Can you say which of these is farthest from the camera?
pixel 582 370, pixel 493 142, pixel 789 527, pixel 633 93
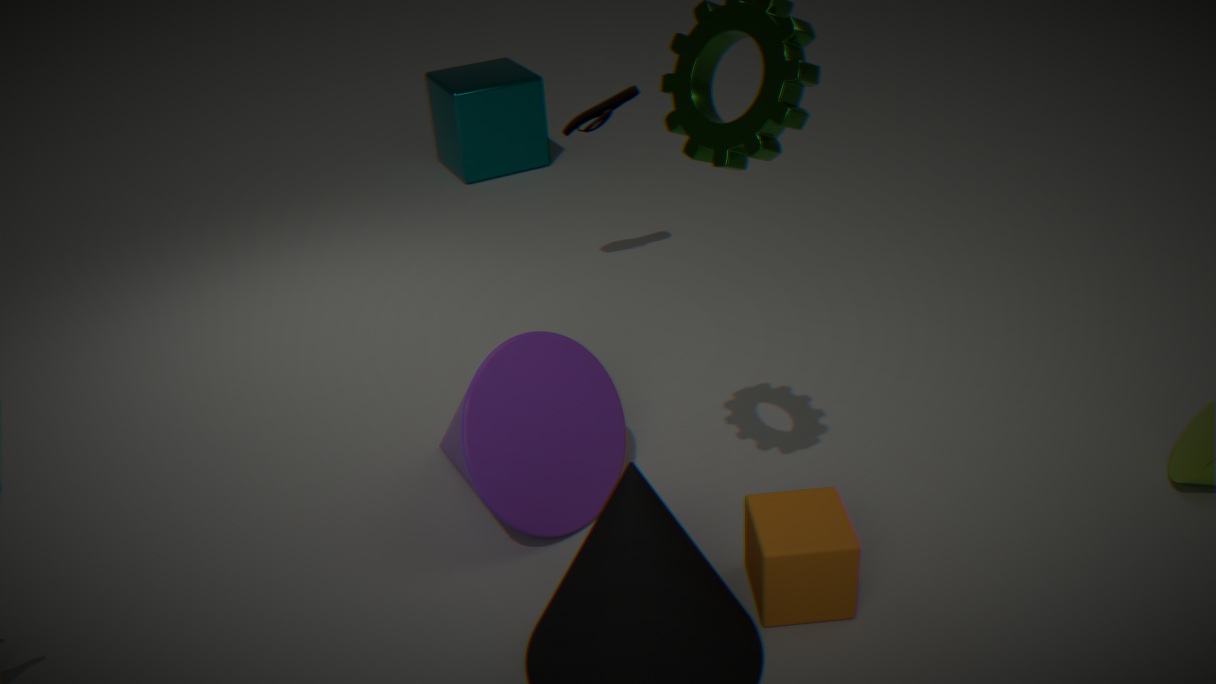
pixel 493 142
